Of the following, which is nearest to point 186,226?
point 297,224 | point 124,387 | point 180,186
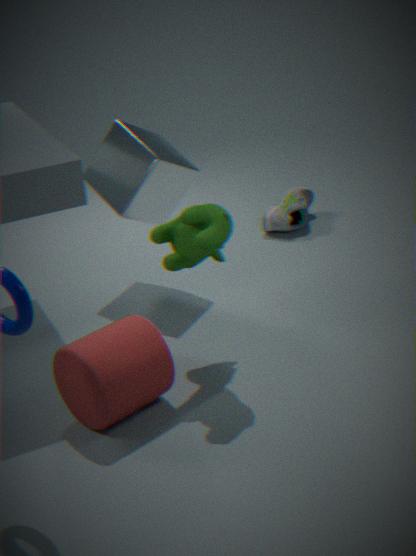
point 124,387
